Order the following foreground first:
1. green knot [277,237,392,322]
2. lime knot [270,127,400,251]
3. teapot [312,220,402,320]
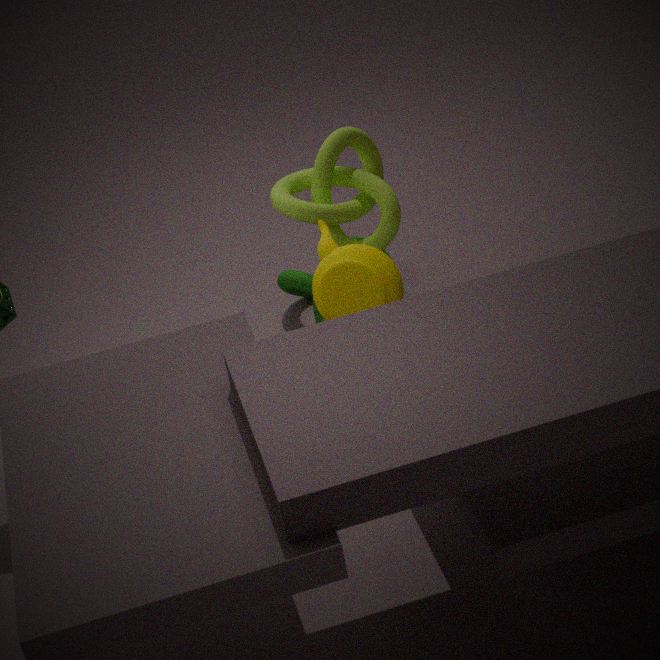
teapot [312,220,402,320]
lime knot [270,127,400,251]
green knot [277,237,392,322]
